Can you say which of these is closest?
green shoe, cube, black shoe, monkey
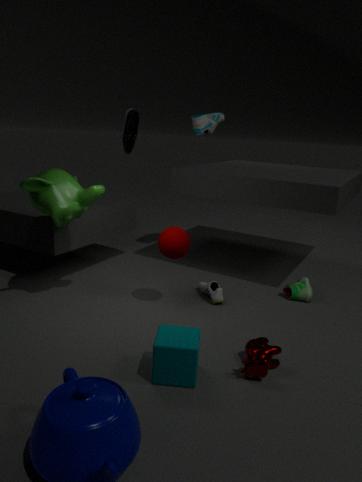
cube
